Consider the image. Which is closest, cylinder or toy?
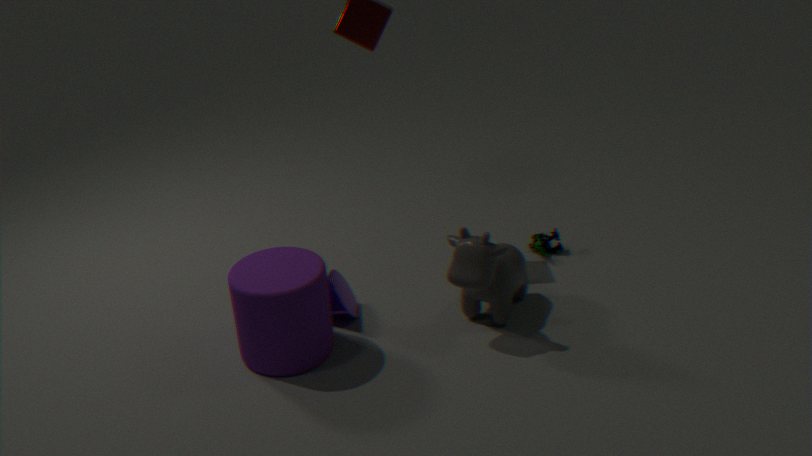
cylinder
